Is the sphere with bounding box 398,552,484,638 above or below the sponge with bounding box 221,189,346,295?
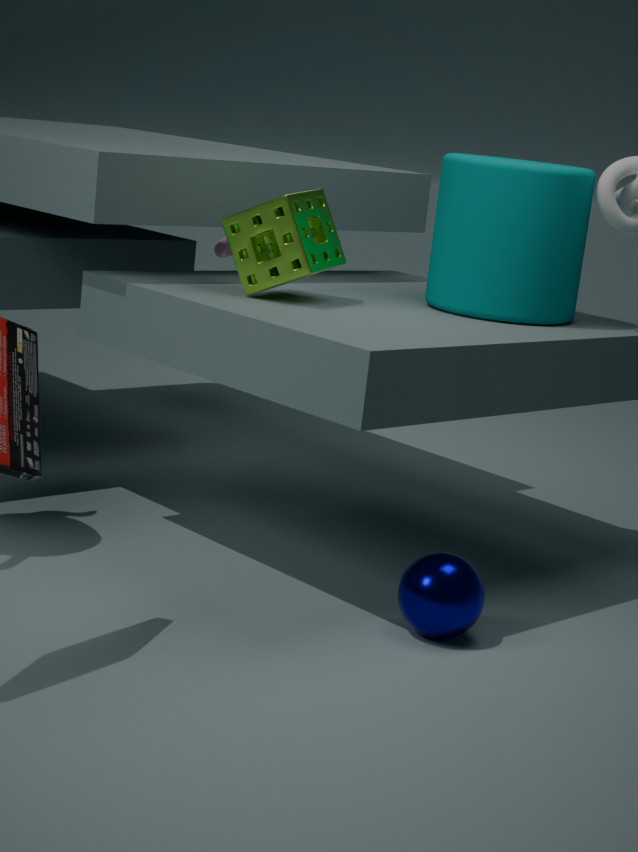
below
